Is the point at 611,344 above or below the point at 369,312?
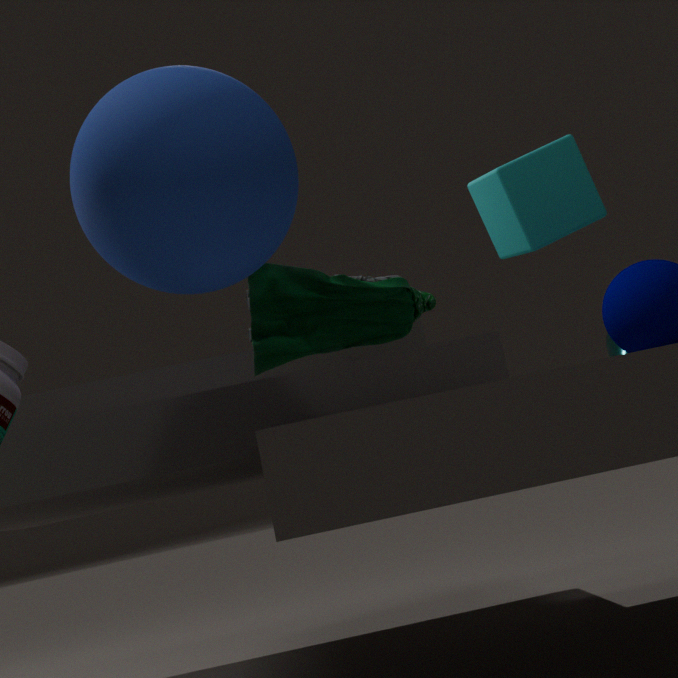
below
